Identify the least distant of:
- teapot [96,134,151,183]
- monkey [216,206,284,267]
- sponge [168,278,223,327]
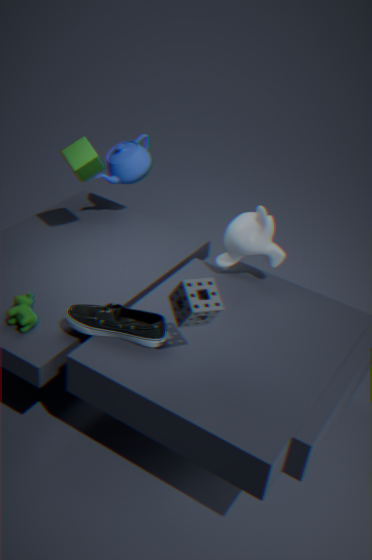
sponge [168,278,223,327]
